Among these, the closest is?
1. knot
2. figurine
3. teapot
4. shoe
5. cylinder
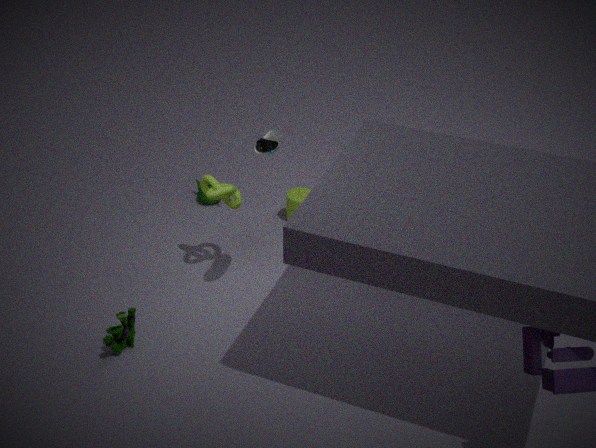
shoe
